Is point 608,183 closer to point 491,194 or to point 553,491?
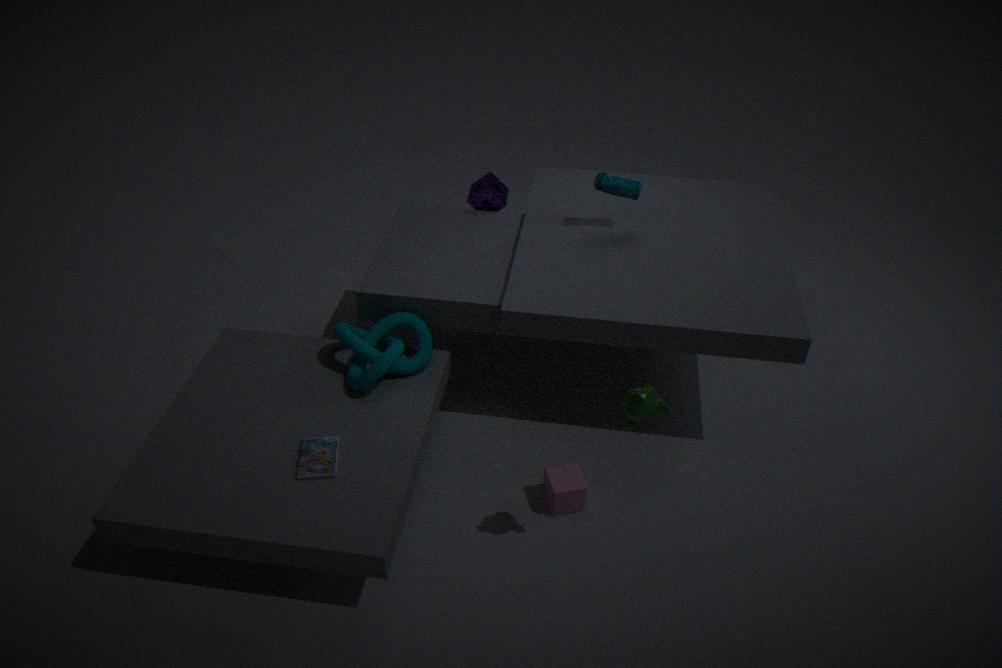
point 491,194
